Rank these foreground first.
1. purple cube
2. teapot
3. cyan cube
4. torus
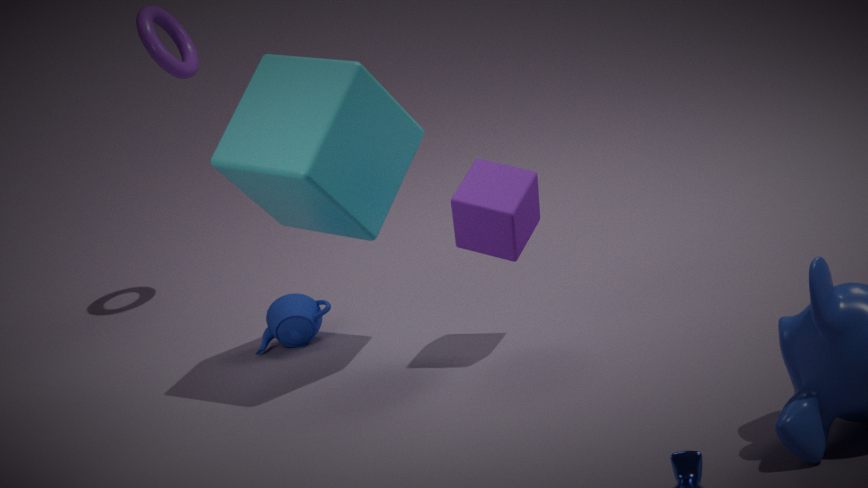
cyan cube → purple cube → teapot → torus
